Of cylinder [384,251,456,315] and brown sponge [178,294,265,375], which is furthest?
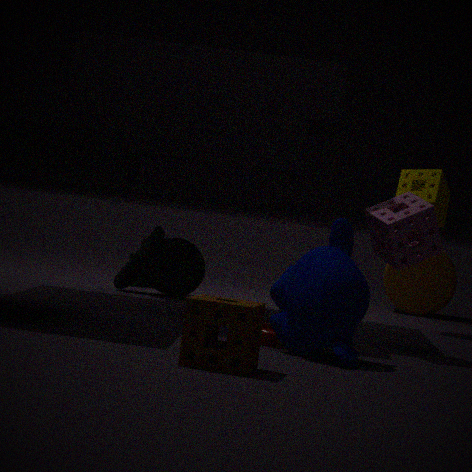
cylinder [384,251,456,315]
